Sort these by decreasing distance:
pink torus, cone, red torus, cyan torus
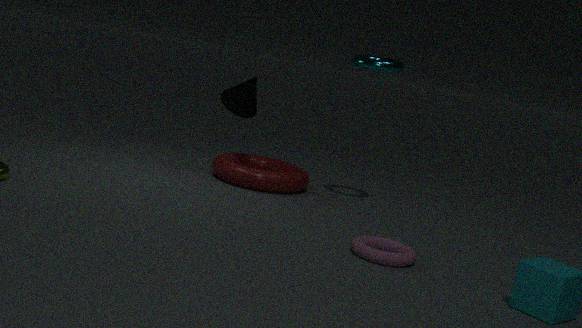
1. cone
2. red torus
3. cyan torus
4. pink torus
